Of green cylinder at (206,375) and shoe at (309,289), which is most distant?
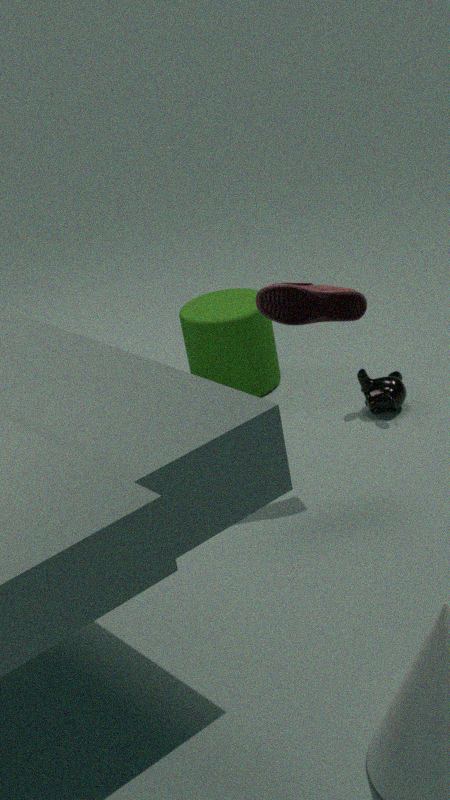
green cylinder at (206,375)
